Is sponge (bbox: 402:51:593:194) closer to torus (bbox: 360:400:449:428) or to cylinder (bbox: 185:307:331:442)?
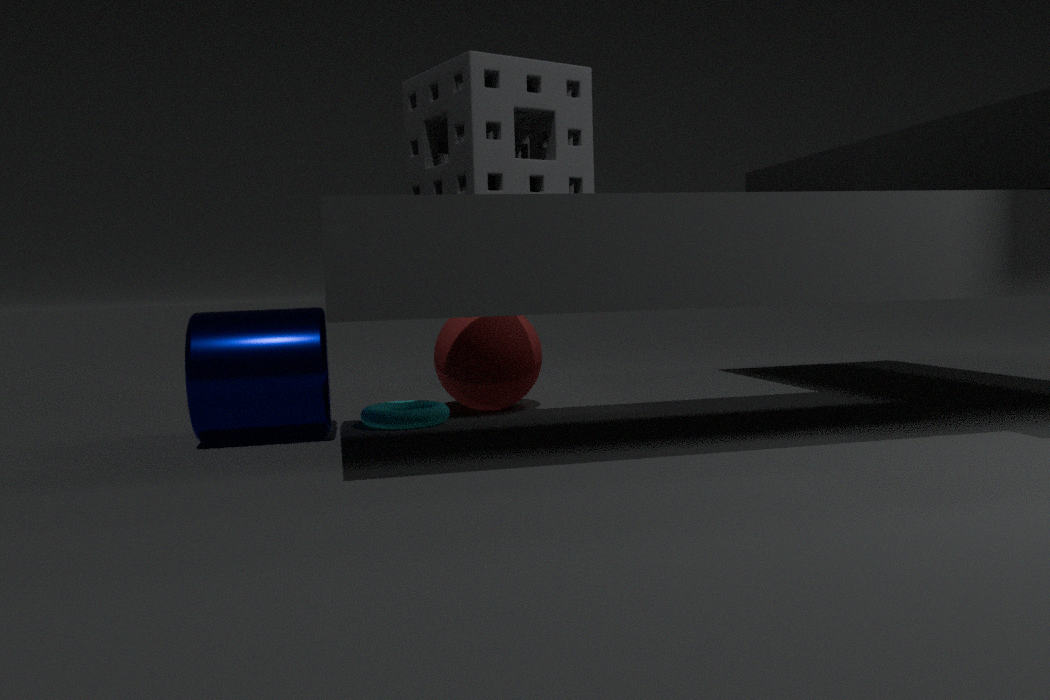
cylinder (bbox: 185:307:331:442)
